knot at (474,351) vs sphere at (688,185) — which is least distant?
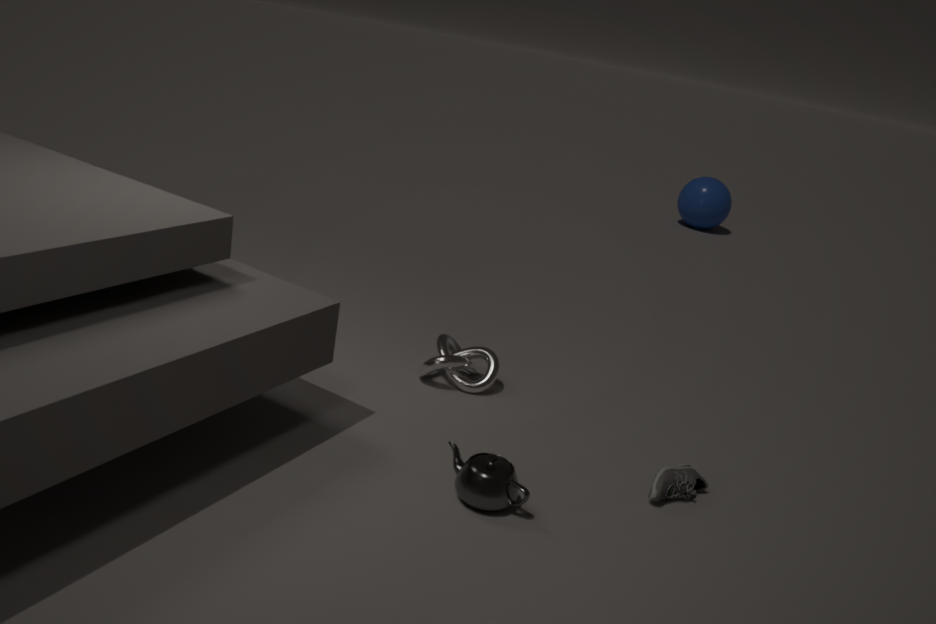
knot at (474,351)
